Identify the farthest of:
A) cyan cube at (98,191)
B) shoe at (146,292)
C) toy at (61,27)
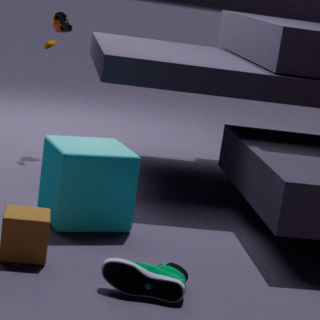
toy at (61,27)
